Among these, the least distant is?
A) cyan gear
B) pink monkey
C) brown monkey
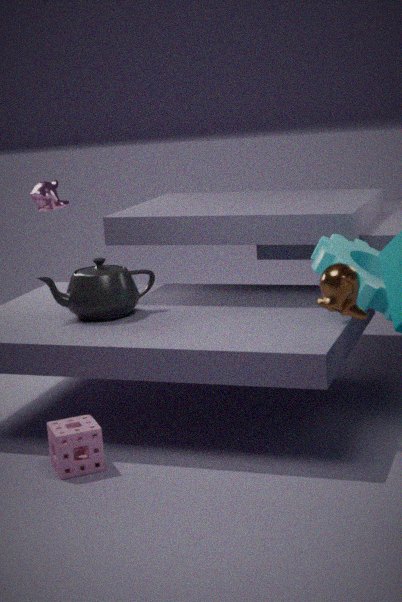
brown monkey
